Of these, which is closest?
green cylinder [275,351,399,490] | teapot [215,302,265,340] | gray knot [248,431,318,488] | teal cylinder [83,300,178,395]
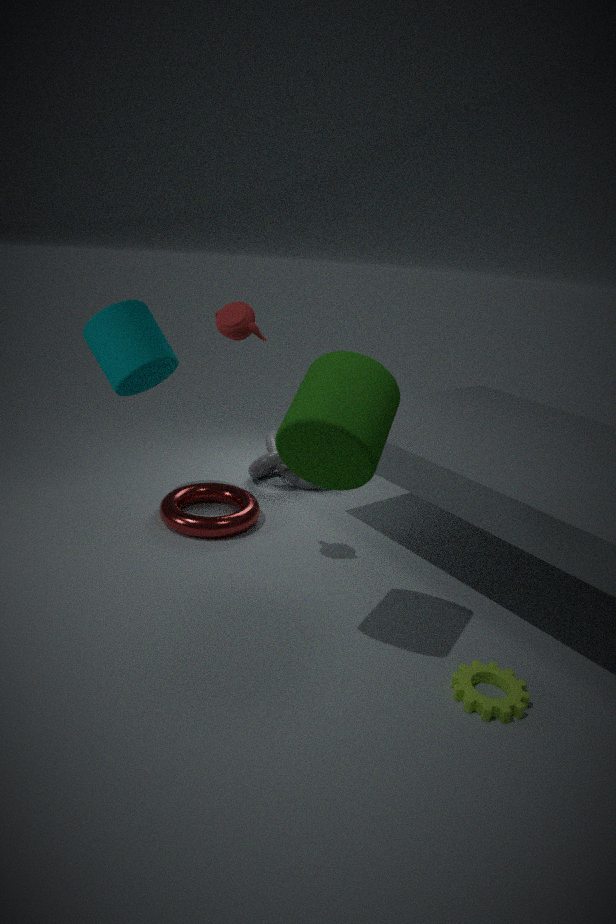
green cylinder [275,351,399,490]
